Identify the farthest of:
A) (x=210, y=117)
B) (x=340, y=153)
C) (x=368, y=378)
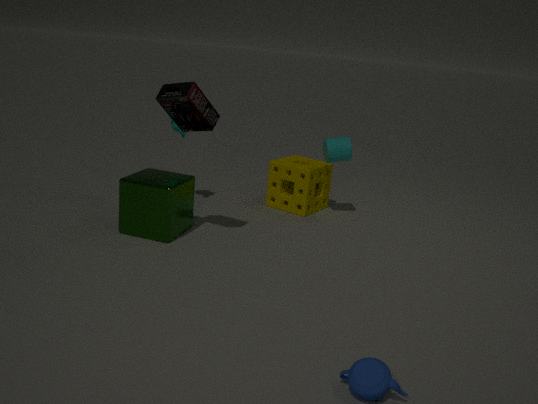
(x=340, y=153)
